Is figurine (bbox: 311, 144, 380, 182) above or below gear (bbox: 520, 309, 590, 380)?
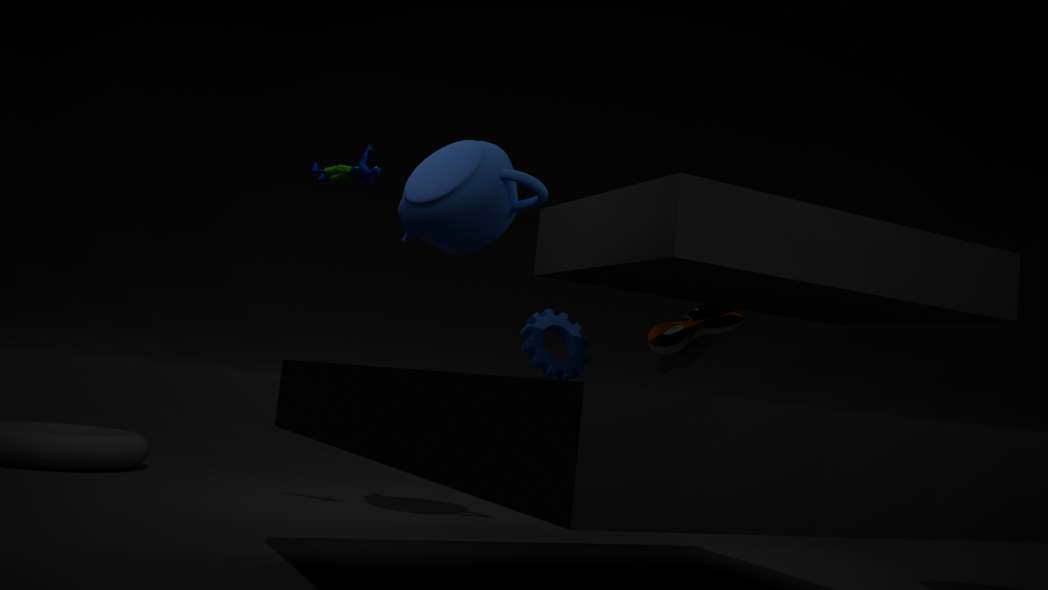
above
